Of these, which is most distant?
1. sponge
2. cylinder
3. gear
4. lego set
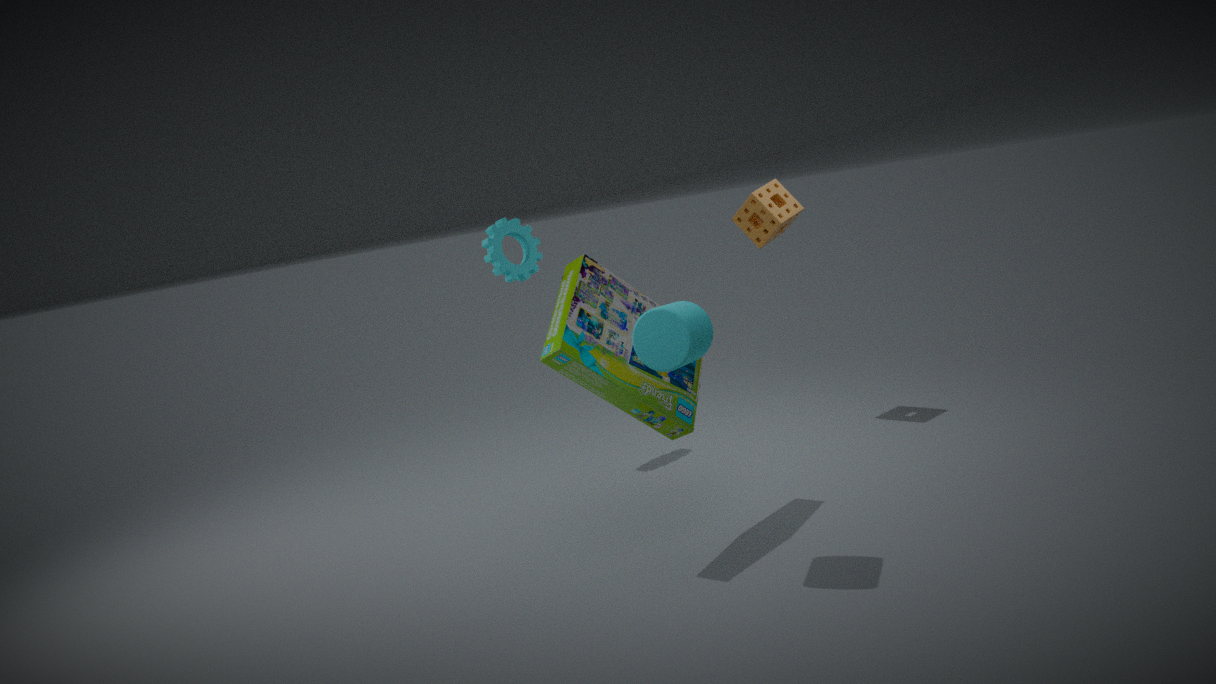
sponge
